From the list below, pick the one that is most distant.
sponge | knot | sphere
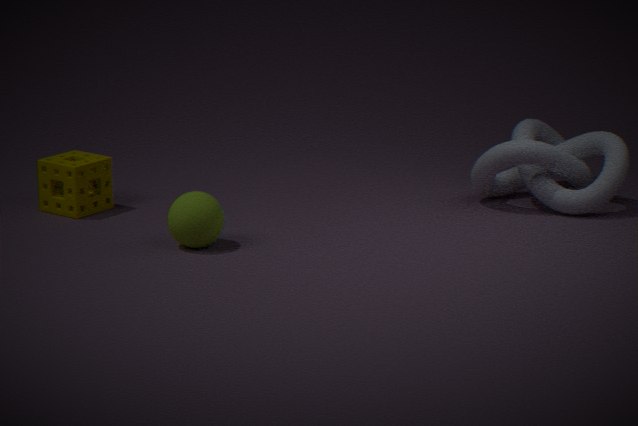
sponge
